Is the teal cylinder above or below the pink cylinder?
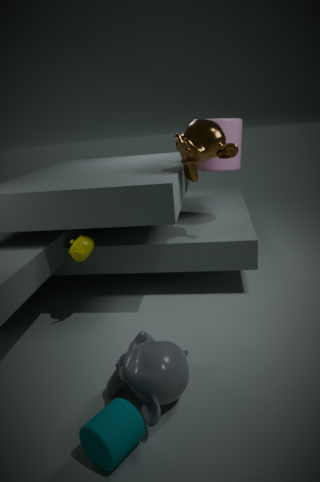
below
